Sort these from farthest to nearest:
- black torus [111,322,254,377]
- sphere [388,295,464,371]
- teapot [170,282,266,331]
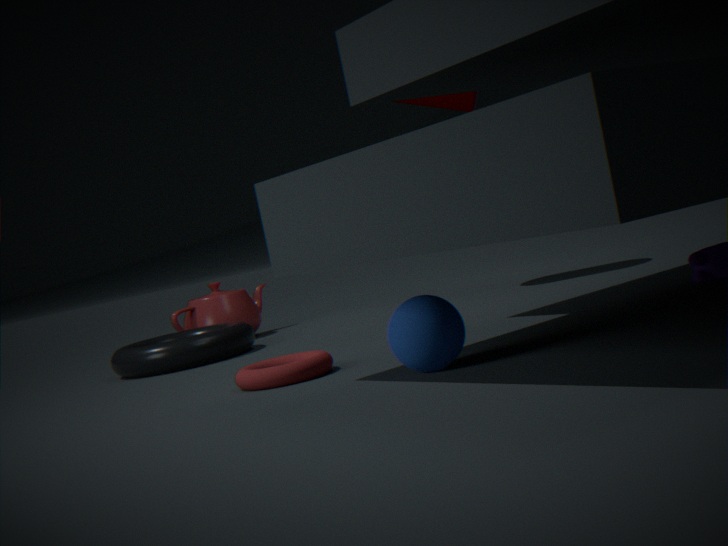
teapot [170,282,266,331]
black torus [111,322,254,377]
sphere [388,295,464,371]
